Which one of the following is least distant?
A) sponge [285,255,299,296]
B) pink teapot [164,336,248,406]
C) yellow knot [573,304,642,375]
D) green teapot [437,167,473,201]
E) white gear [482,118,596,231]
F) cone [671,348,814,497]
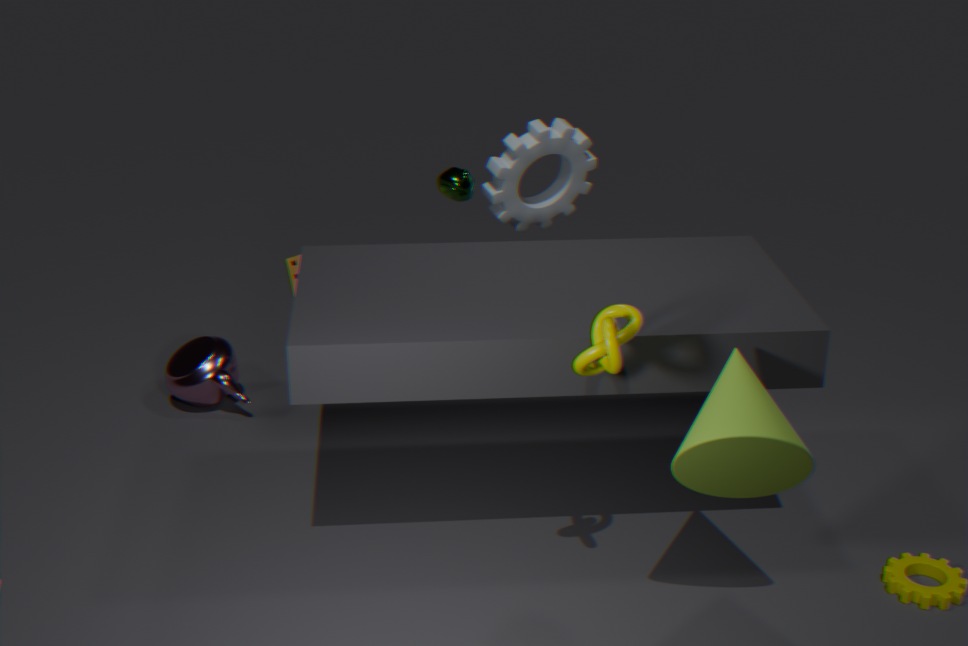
cone [671,348,814,497]
